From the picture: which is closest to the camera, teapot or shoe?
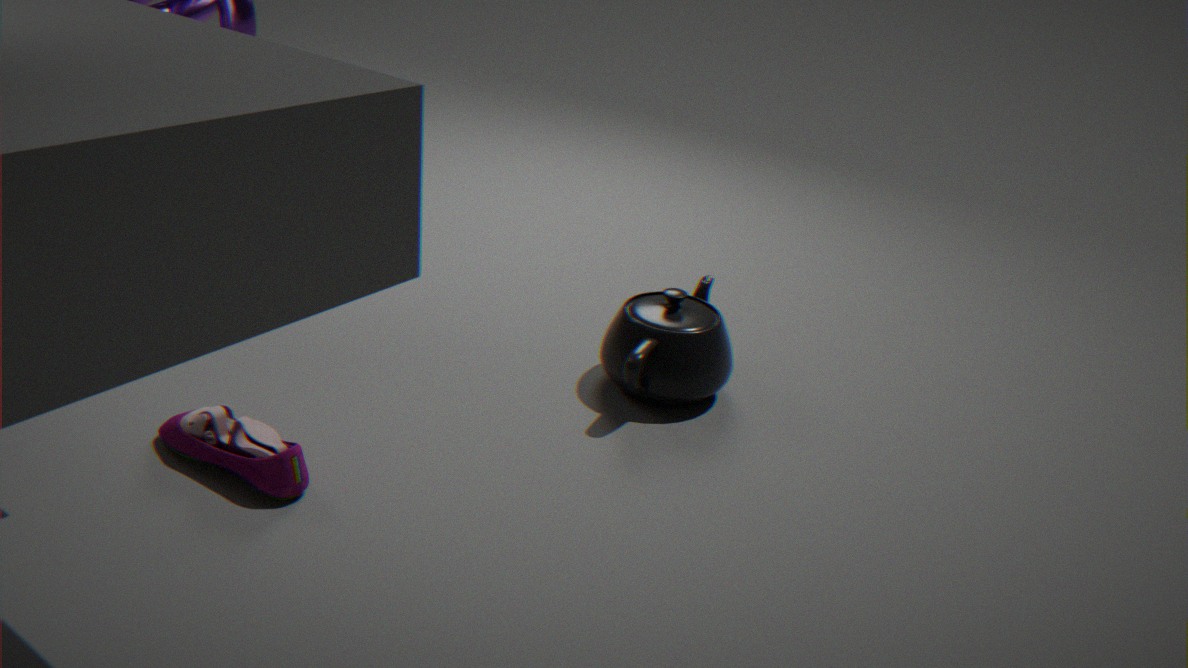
shoe
